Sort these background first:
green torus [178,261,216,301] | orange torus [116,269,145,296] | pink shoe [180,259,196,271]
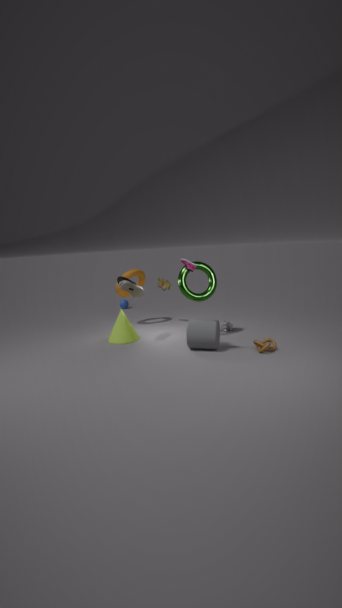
orange torus [116,269,145,296] → green torus [178,261,216,301] → pink shoe [180,259,196,271]
